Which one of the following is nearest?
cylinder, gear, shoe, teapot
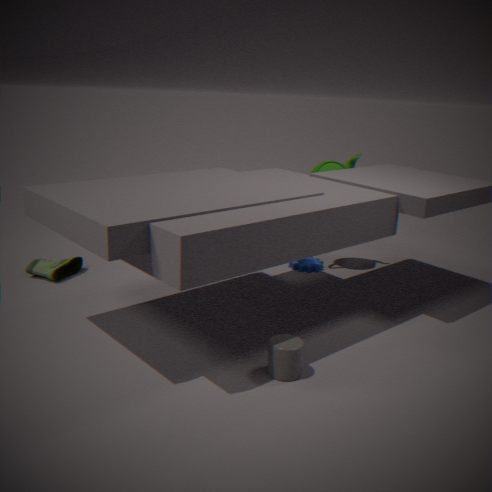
cylinder
